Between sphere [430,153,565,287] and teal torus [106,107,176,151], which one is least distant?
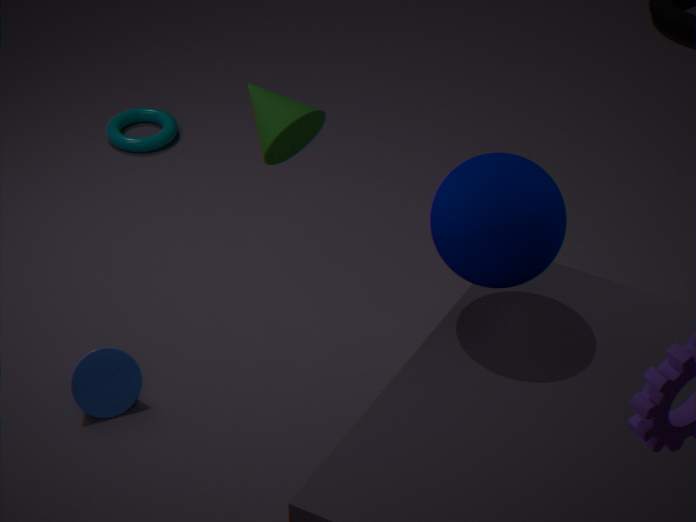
sphere [430,153,565,287]
